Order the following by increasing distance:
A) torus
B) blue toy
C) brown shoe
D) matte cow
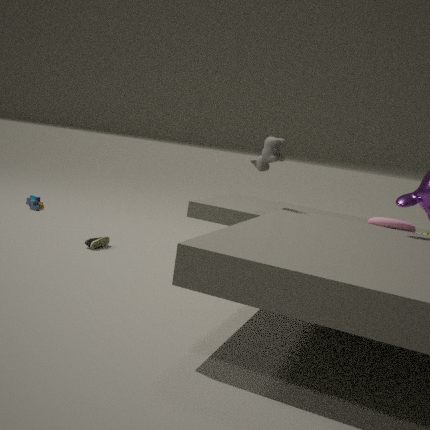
torus
brown shoe
matte cow
blue toy
